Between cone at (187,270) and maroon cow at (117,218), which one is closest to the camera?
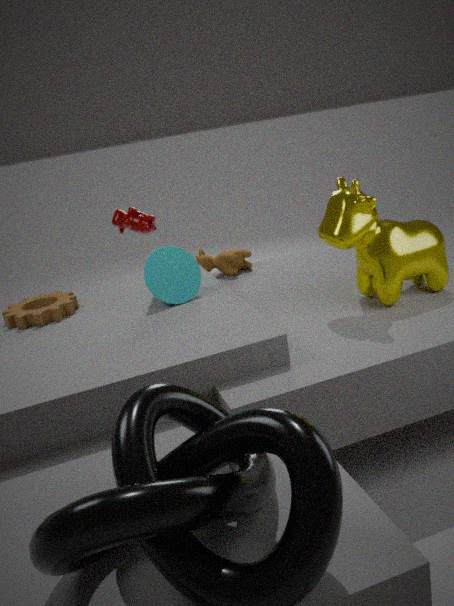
cone at (187,270)
